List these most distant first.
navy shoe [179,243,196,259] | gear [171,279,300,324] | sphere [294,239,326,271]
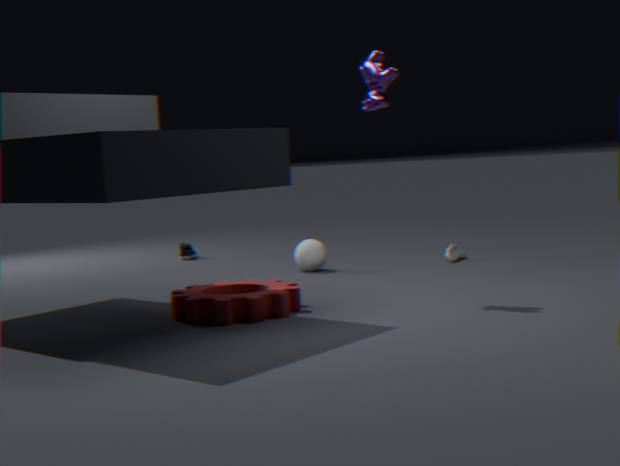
navy shoe [179,243,196,259]
sphere [294,239,326,271]
gear [171,279,300,324]
